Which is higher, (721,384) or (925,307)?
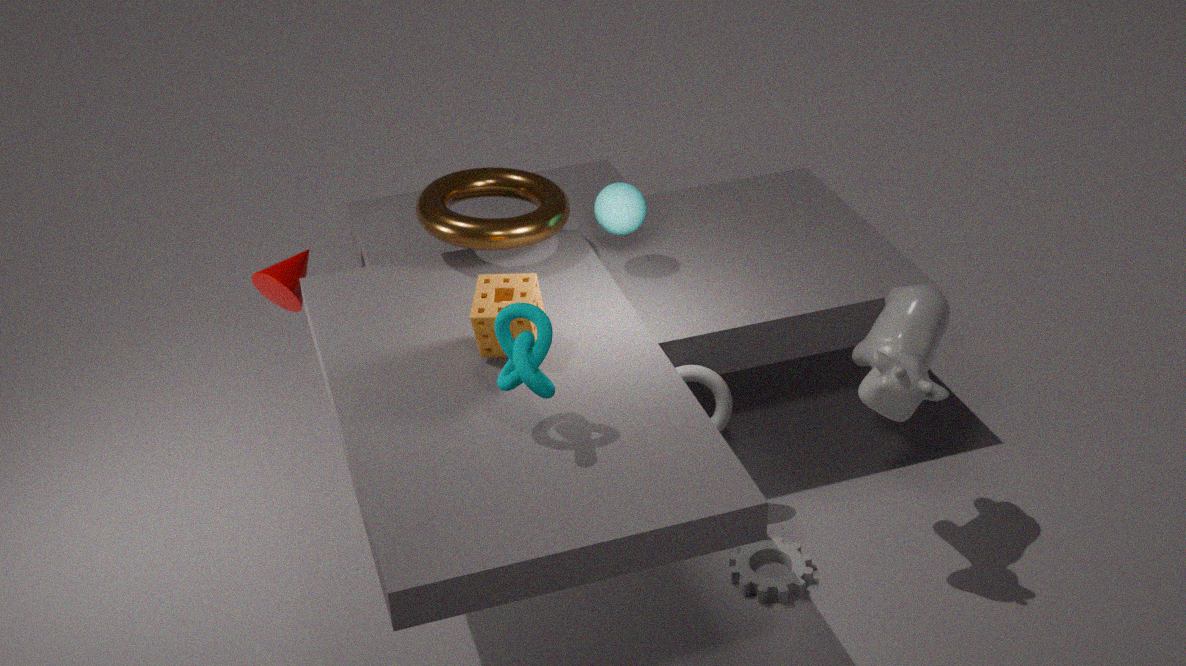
(925,307)
